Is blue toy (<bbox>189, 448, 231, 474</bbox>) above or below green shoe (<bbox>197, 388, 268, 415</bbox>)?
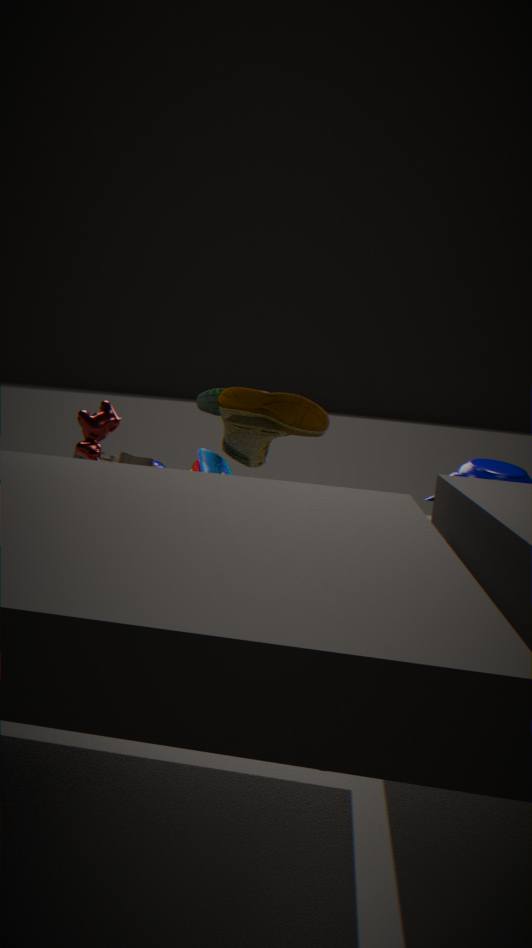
below
